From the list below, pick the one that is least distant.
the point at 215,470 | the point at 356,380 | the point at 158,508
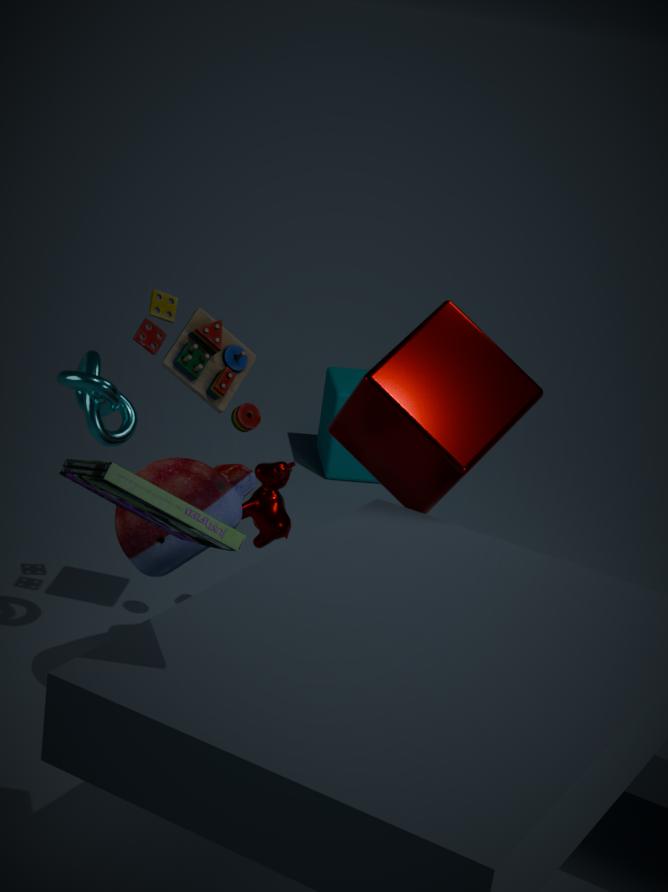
the point at 158,508
